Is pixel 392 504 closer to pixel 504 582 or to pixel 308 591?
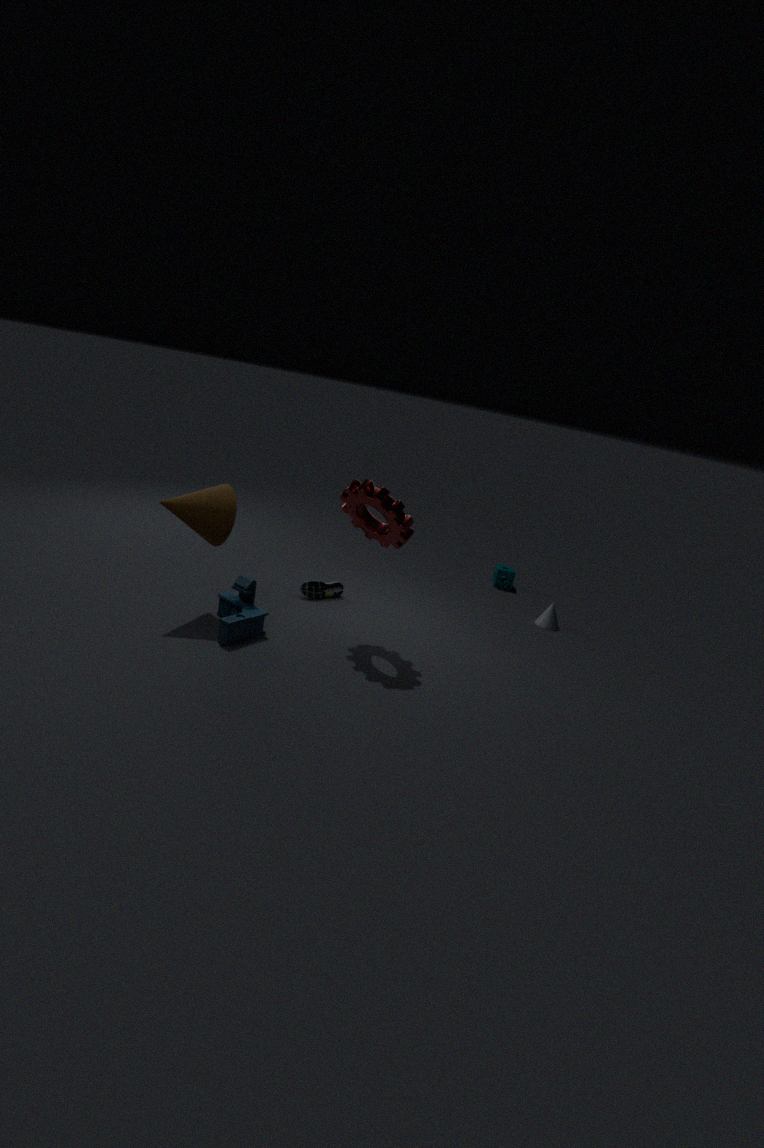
pixel 308 591
